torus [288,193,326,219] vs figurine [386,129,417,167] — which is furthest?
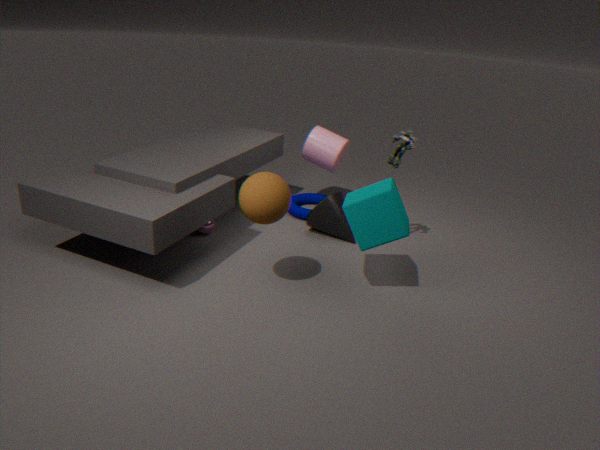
torus [288,193,326,219]
